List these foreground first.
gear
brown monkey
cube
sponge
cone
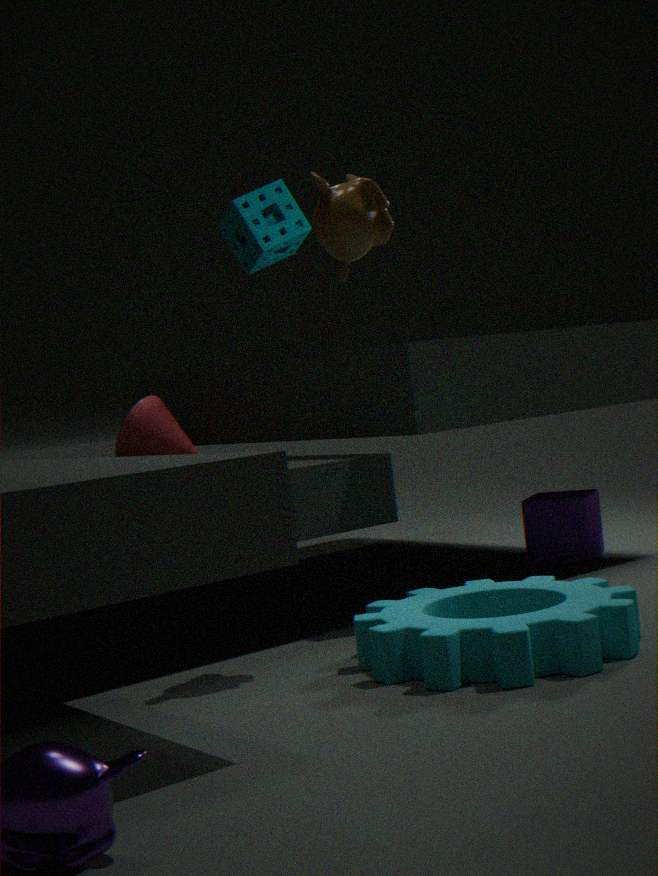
gear, brown monkey, cone, cube, sponge
